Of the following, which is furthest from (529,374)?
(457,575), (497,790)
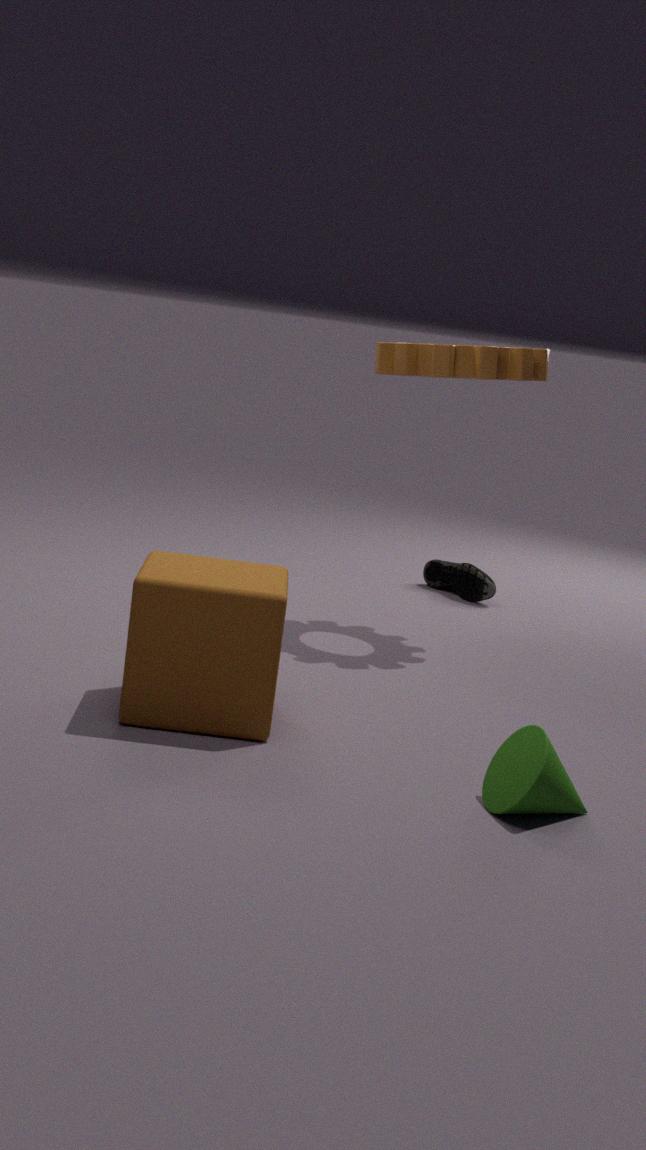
(497,790)
